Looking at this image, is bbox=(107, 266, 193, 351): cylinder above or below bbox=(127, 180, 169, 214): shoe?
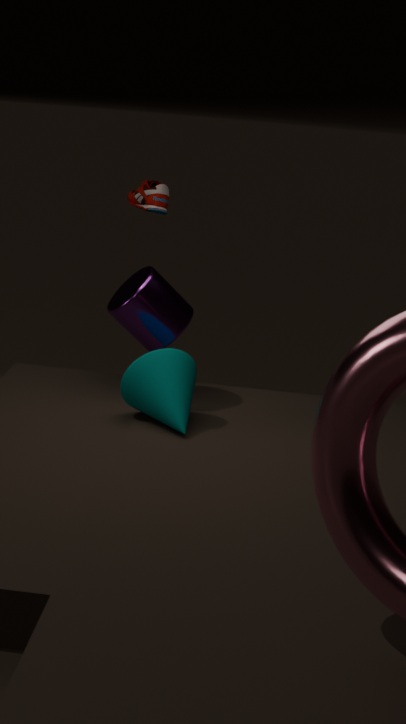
below
